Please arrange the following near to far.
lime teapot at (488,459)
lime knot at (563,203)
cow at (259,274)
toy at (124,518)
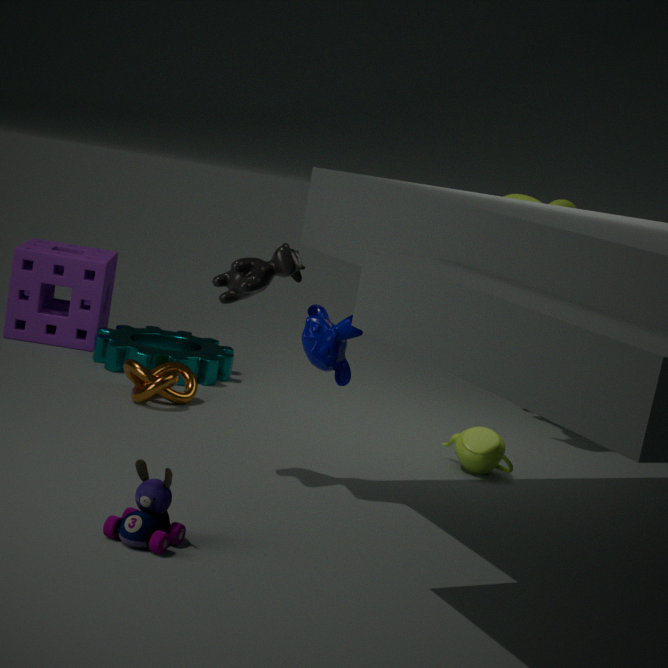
toy at (124,518)
cow at (259,274)
lime teapot at (488,459)
lime knot at (563,203)
